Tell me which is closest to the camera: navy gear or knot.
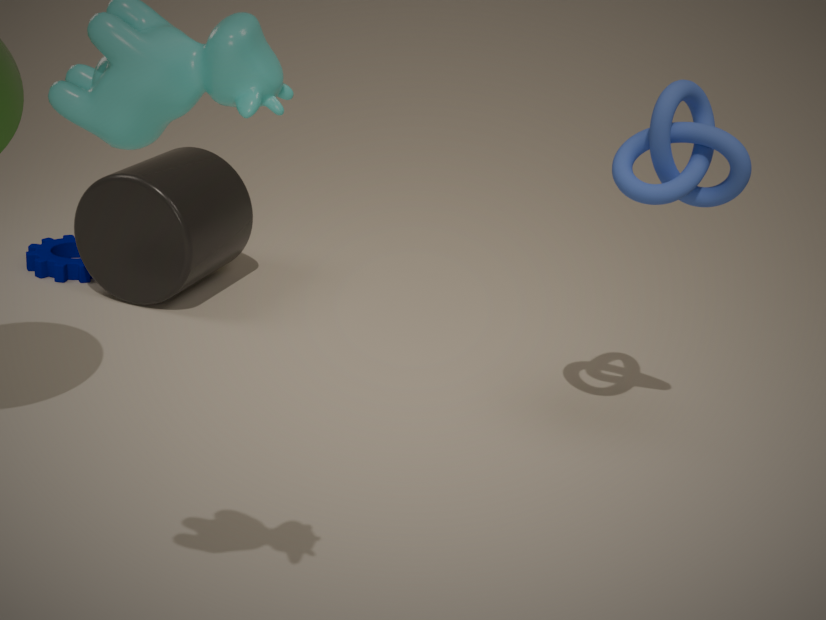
knot
